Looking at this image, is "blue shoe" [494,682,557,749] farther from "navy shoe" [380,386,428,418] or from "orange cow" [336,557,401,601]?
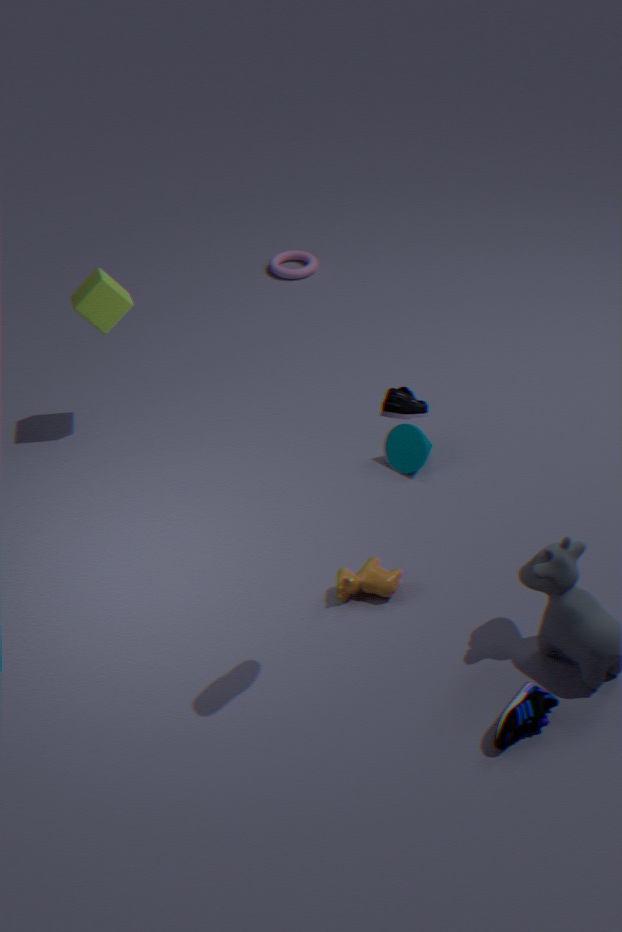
"navy shoe" [380,386,428,418]
